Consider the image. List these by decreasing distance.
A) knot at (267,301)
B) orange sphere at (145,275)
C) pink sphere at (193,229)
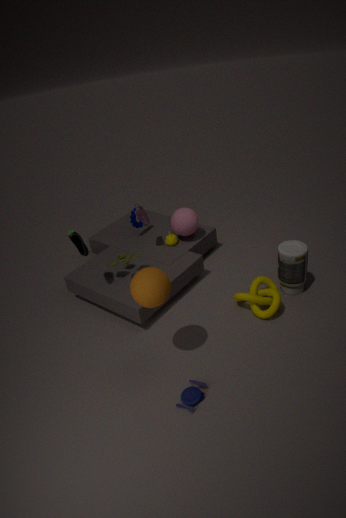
C. pink sphere at (193,229) < A. knot at (267,301) < B. orange sphere at (145,275)
